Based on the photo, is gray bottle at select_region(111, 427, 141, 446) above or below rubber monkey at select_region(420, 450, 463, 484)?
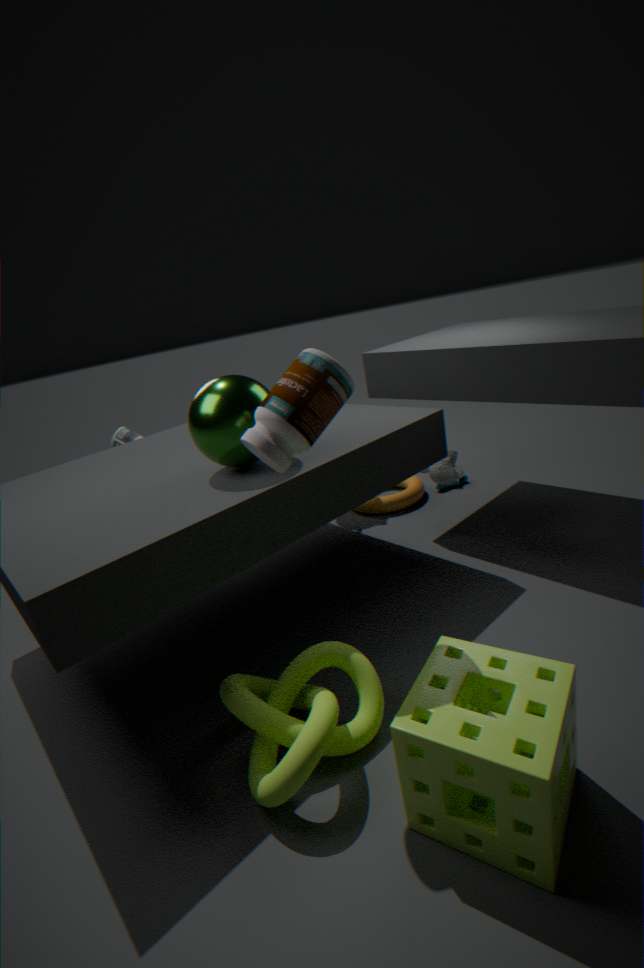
above
